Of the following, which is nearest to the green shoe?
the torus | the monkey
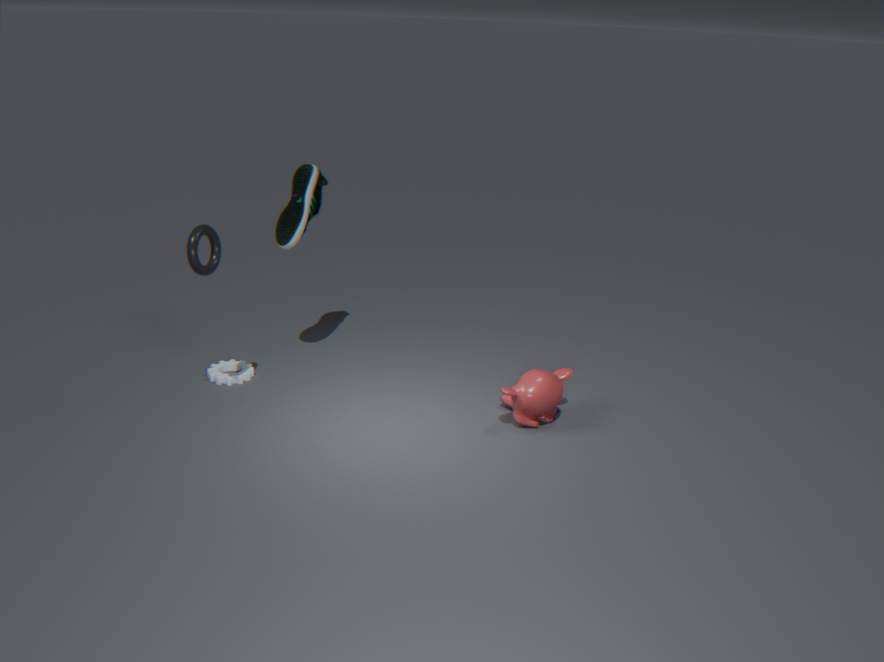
the torus
